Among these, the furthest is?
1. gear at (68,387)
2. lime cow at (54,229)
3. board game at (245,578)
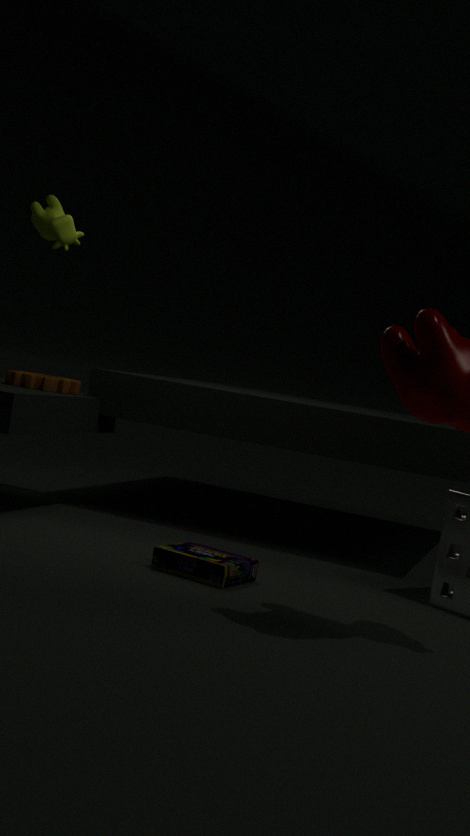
gear at (68,387)
